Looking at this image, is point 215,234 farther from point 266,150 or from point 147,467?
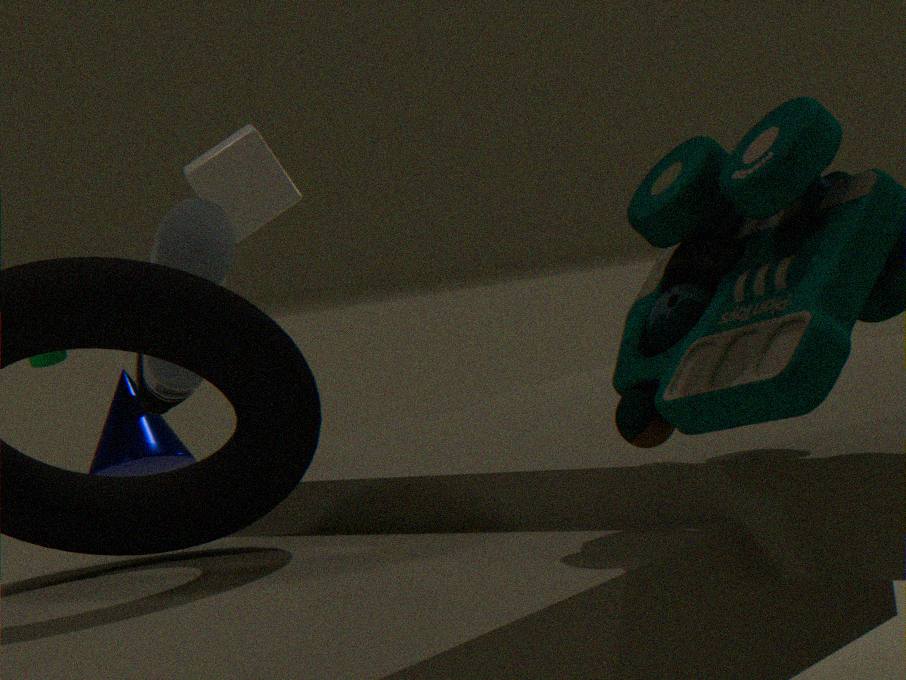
point 266,150
